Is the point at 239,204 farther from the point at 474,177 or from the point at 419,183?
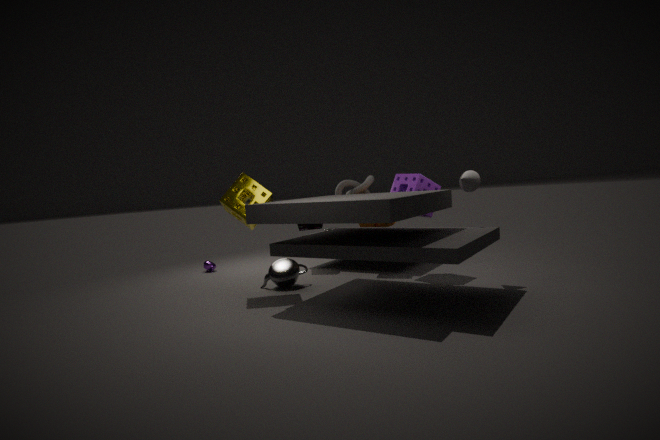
the point at 474,177
